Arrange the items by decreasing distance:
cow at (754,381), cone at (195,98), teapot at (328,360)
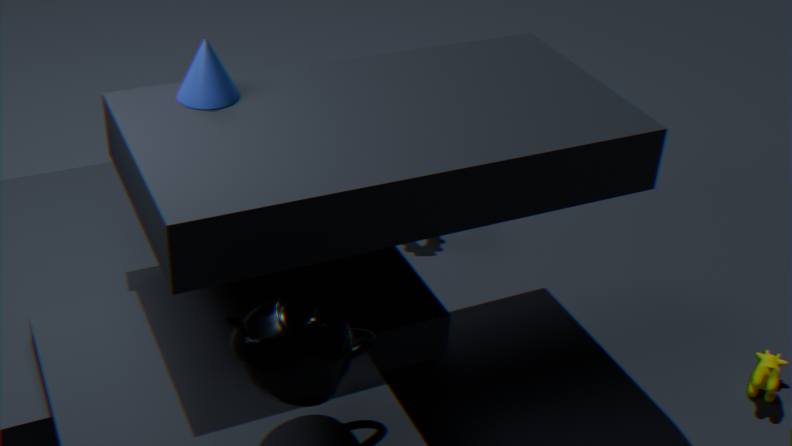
cow at (754,381)
cone at (195,98)
teapot at (328,360)
